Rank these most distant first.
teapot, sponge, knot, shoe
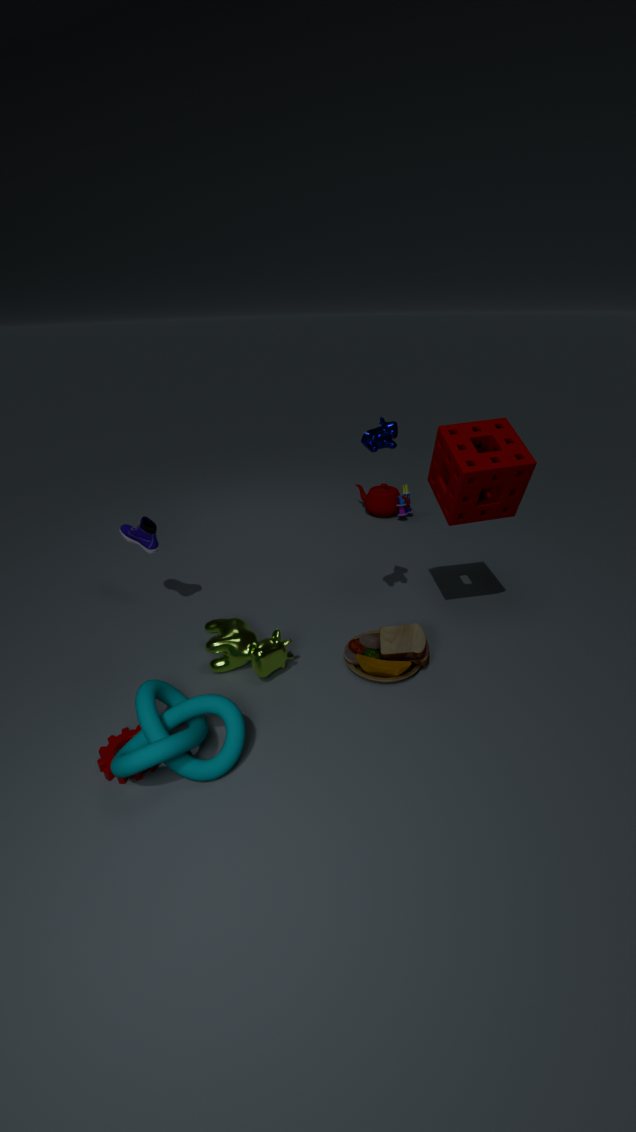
teapot
shoe
sponge
knot
